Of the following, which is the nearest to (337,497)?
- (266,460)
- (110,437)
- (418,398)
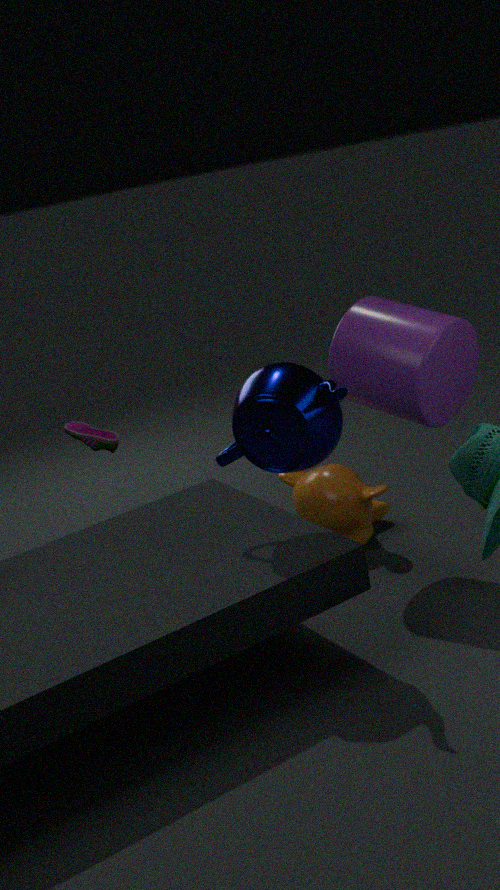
(418,398)
